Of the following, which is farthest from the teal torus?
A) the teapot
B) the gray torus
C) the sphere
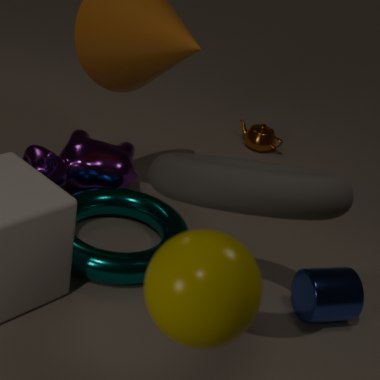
the sphere
